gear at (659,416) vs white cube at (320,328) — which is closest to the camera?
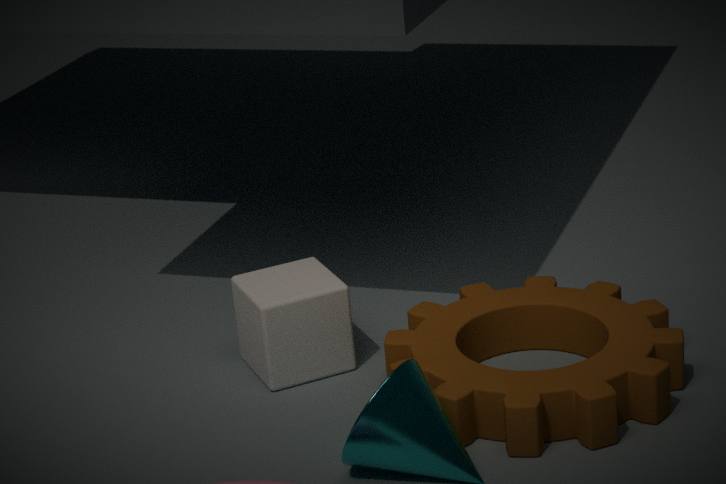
gear at (659,416)
